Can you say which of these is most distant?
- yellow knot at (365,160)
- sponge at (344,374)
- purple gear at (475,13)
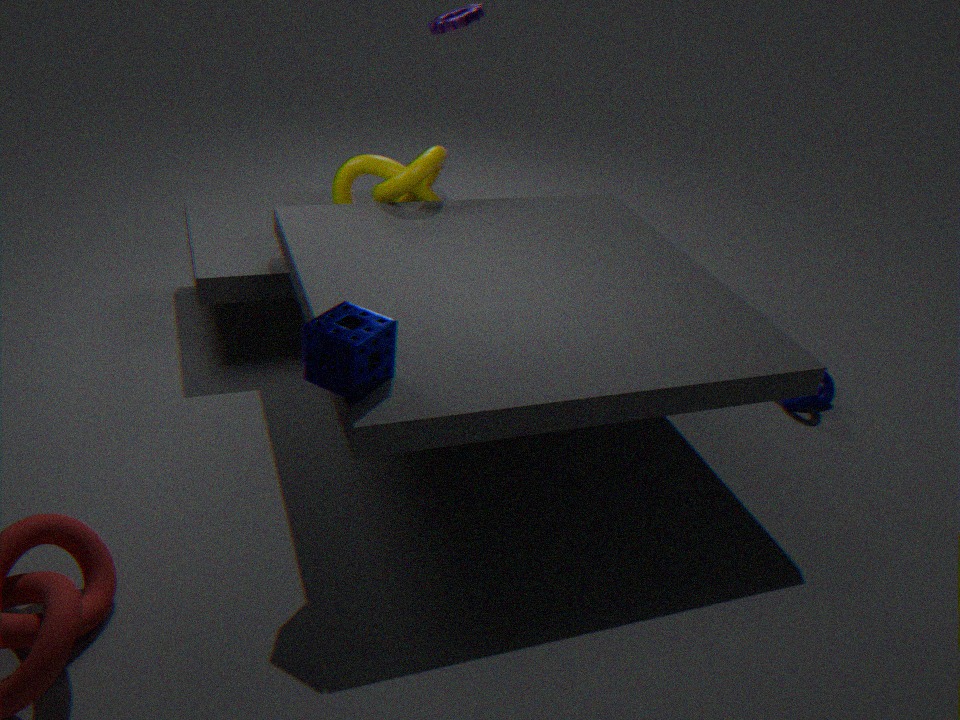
purple gear at (475,13)
